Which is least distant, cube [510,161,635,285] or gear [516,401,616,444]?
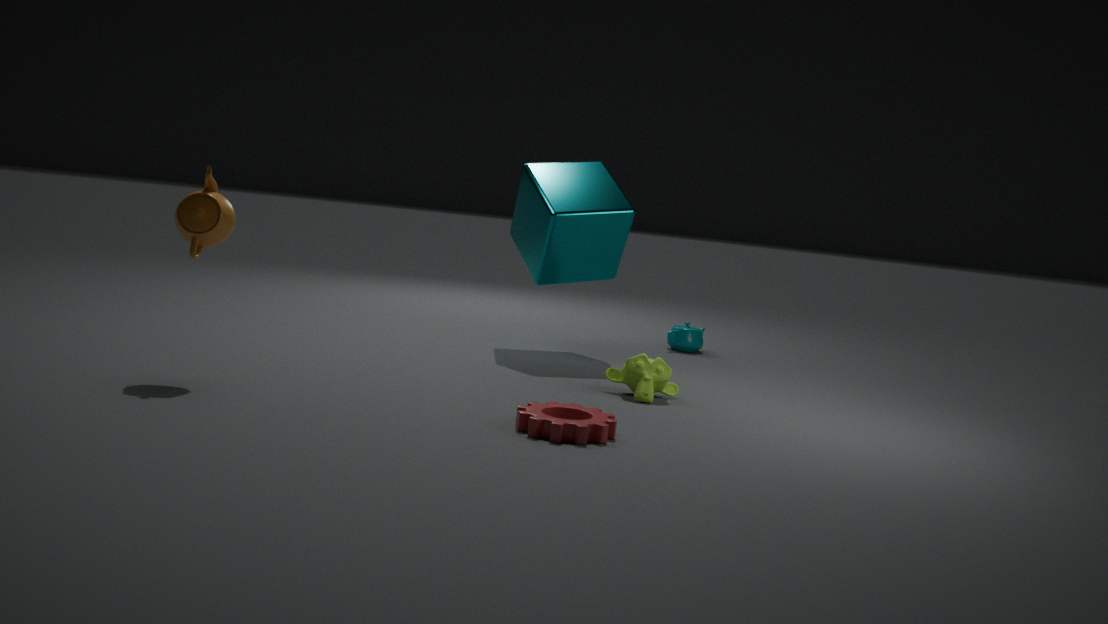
gear [516,401,616,444]
